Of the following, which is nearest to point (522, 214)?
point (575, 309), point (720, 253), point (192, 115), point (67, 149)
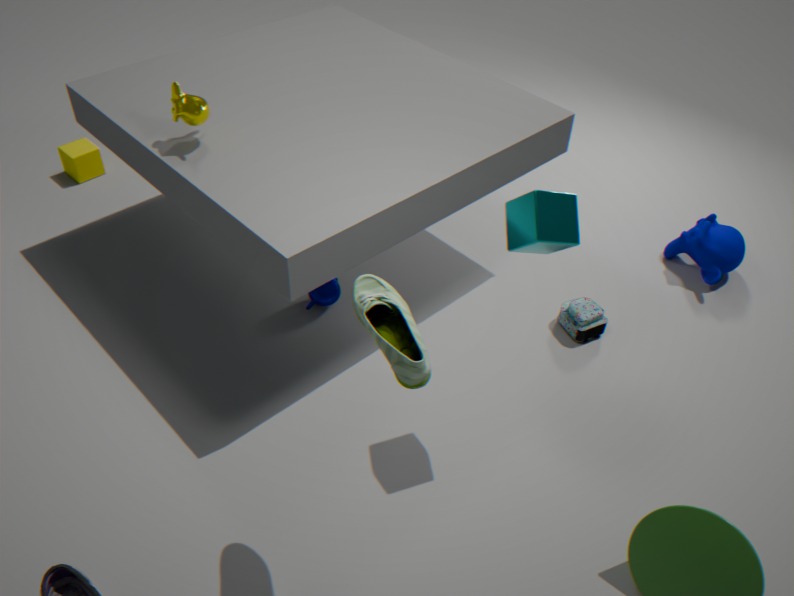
point (575, 309)
